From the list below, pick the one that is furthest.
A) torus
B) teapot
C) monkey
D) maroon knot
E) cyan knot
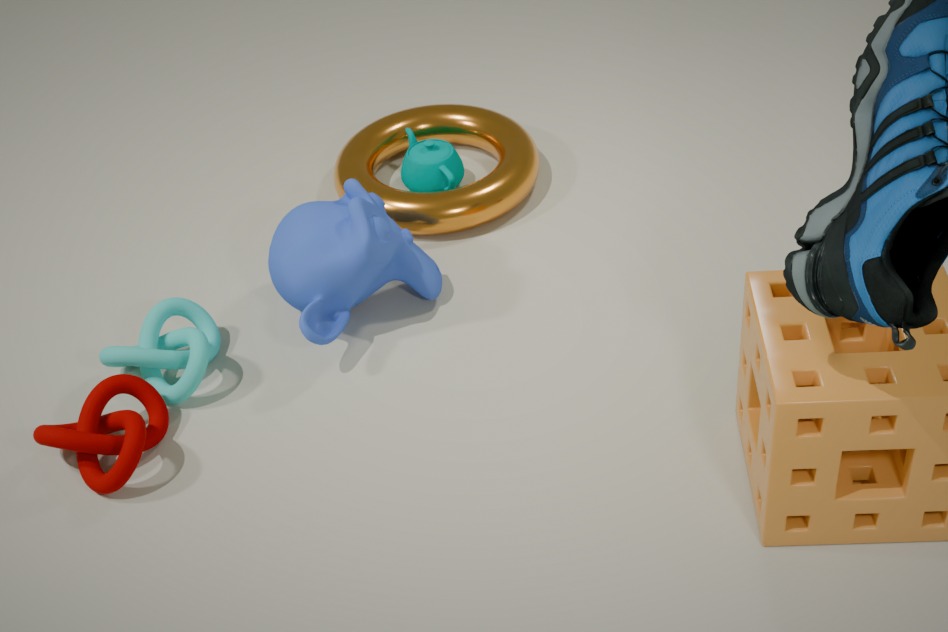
teapot
